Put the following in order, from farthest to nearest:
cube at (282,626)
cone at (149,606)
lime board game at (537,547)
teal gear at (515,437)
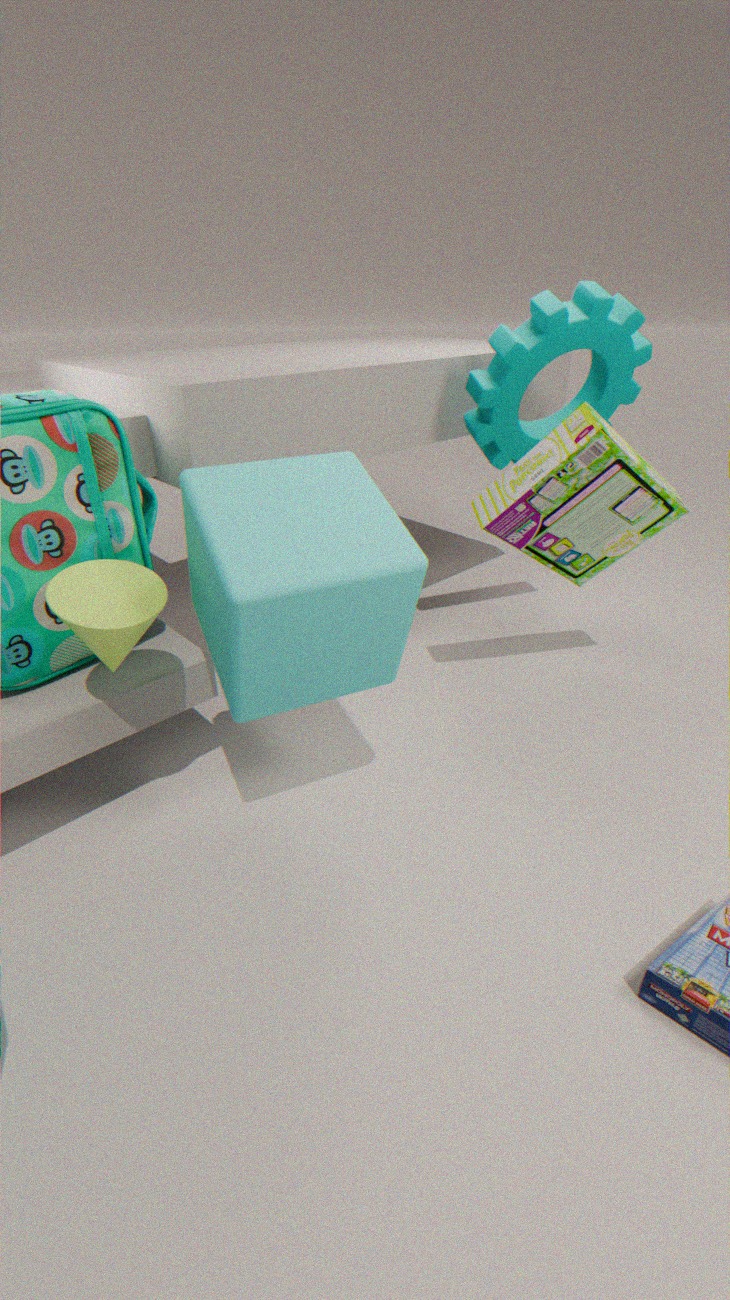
1. teal gear at (515,437)
2. lime board game at (537,547)
3. cone at (149,606)
4. cube at (282,626)
